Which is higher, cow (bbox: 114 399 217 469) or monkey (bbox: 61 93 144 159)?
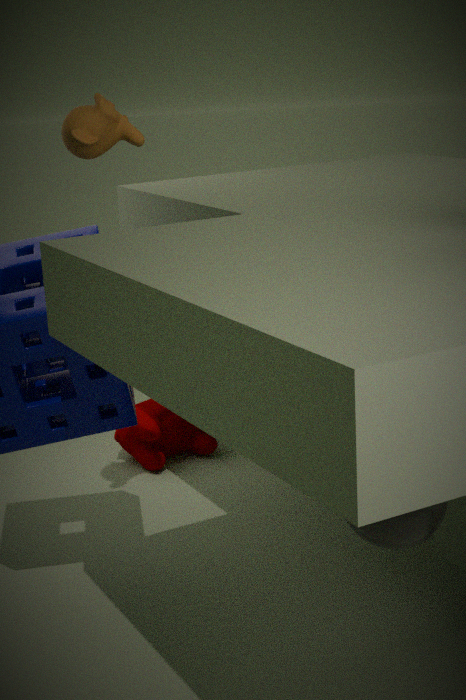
monkey (bbox: 61 93 144 159)
